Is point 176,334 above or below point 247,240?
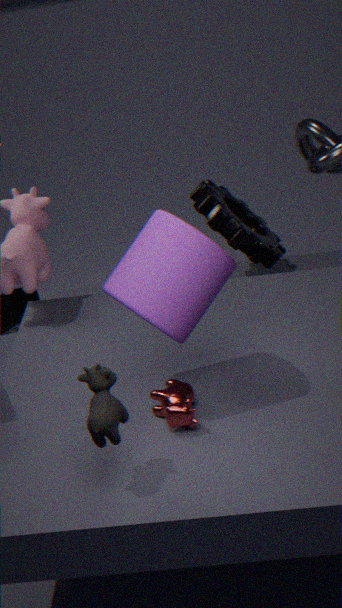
above
